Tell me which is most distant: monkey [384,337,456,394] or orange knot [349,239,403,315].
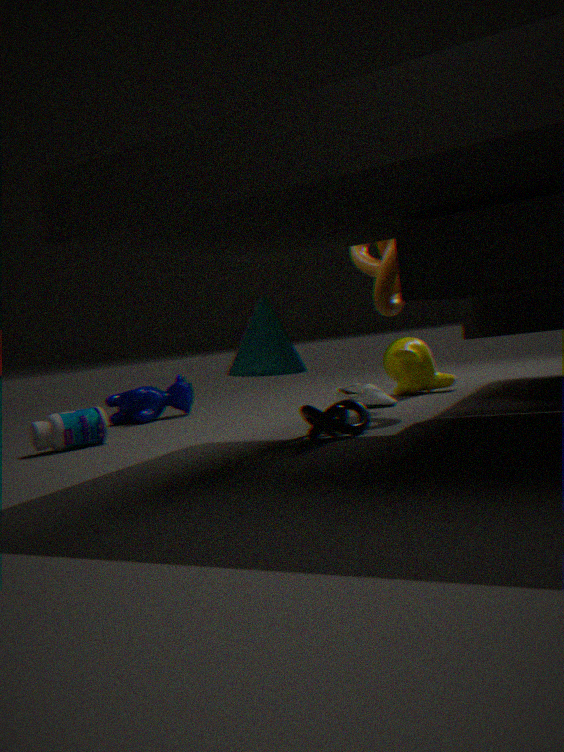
monkey [384,337,456,394]
